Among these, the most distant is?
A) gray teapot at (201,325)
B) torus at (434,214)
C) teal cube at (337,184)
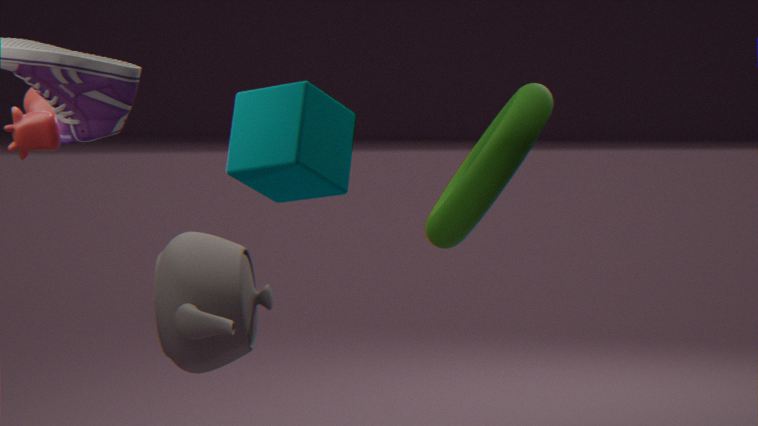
torus at (434,214)
